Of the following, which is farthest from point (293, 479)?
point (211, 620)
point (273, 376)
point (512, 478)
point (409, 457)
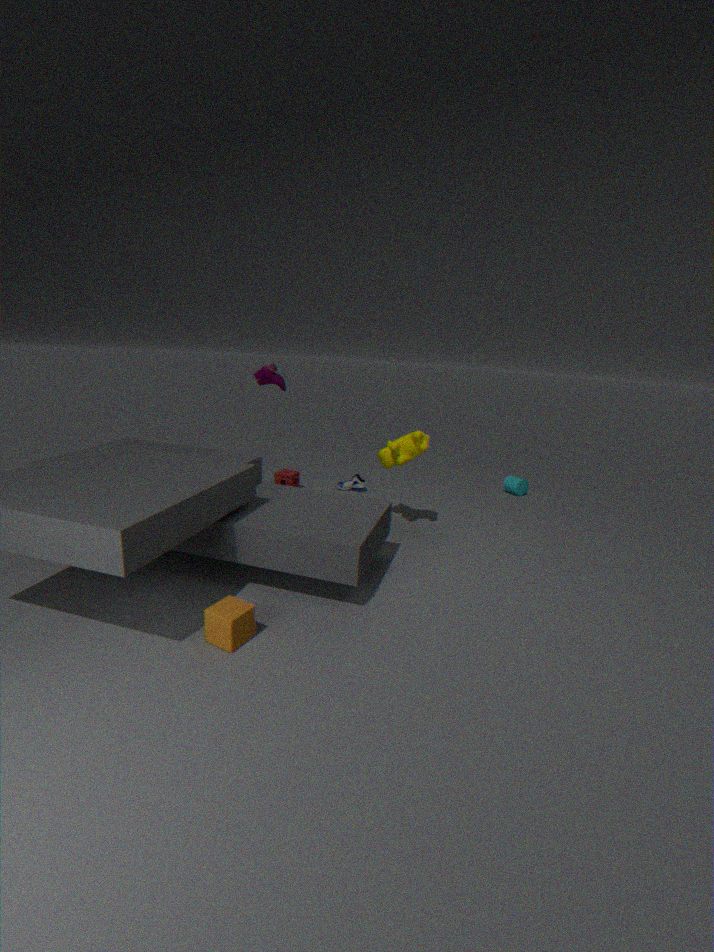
point (211, 620)
